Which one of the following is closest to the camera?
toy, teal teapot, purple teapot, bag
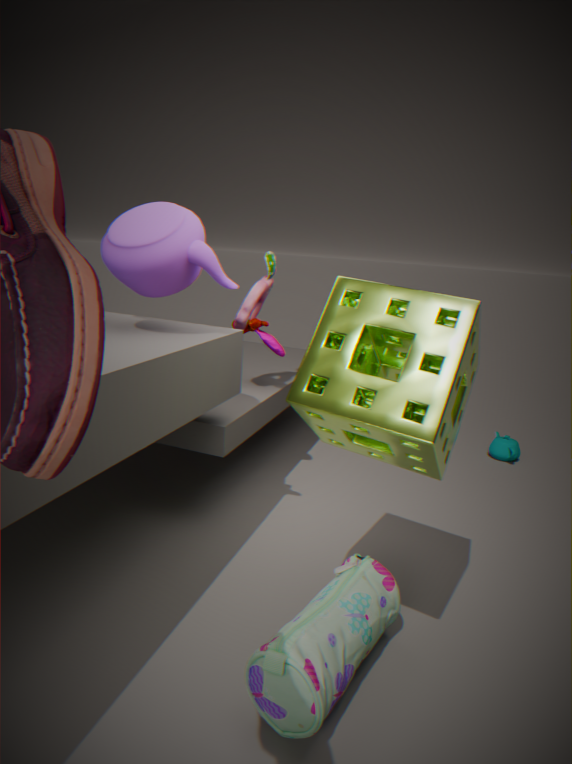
bag
